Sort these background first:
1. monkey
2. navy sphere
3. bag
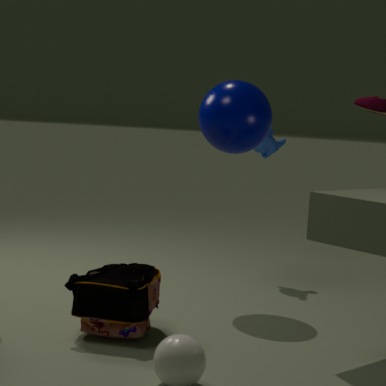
monkey → navy sphere → bag
